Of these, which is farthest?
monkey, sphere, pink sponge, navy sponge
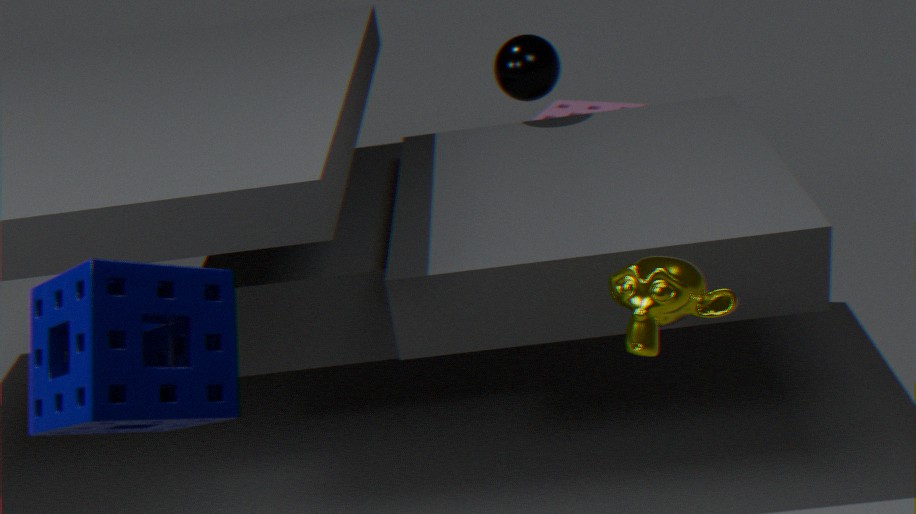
pink sponge
